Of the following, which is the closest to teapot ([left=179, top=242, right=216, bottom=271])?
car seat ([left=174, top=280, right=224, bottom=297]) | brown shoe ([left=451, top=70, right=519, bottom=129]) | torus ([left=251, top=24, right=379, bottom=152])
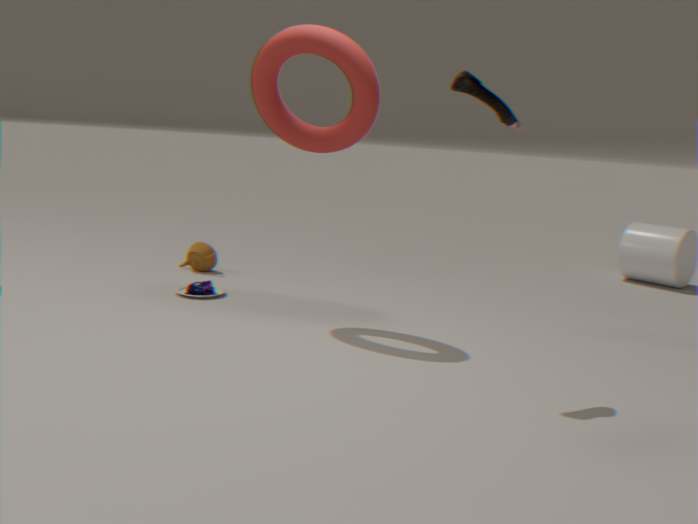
car seat ([left=174, top=280, right=224, bottom=297])
